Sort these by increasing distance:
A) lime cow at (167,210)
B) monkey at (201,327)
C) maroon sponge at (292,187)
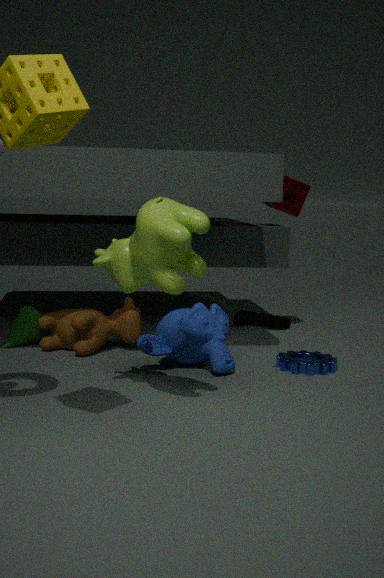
lime cow at (167,210), monkey at (201,327), maroon sponge at (292,187)
